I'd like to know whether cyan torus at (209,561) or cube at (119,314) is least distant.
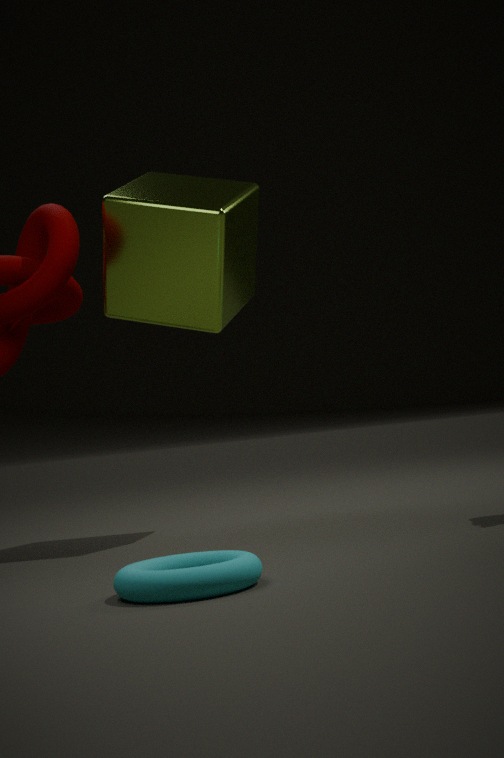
cyan torus at (209,561)
